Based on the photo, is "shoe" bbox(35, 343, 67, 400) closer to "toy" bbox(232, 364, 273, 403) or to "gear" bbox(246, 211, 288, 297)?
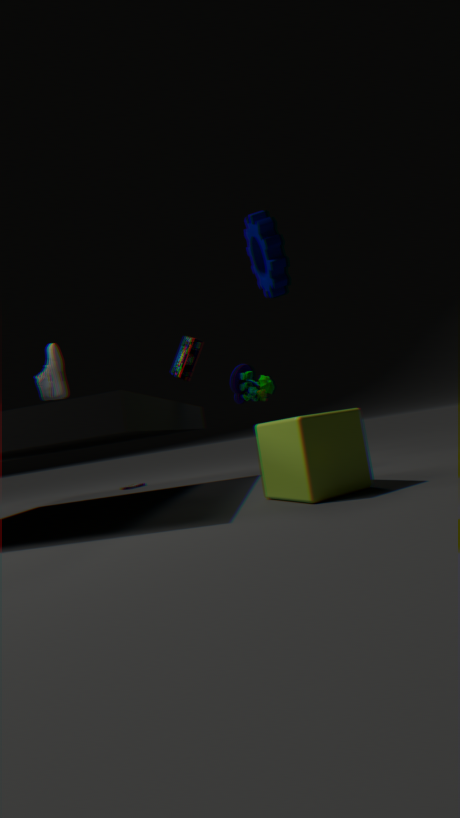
"toy" bbox(232, 364, 273, 403)
